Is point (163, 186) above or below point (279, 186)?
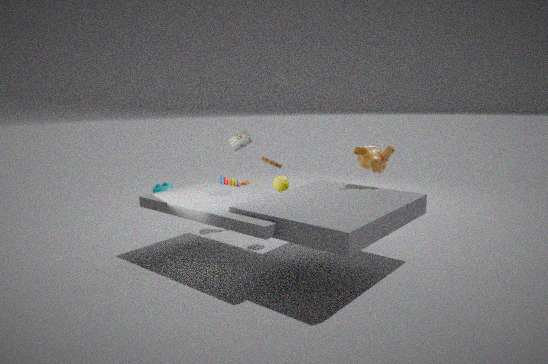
below
